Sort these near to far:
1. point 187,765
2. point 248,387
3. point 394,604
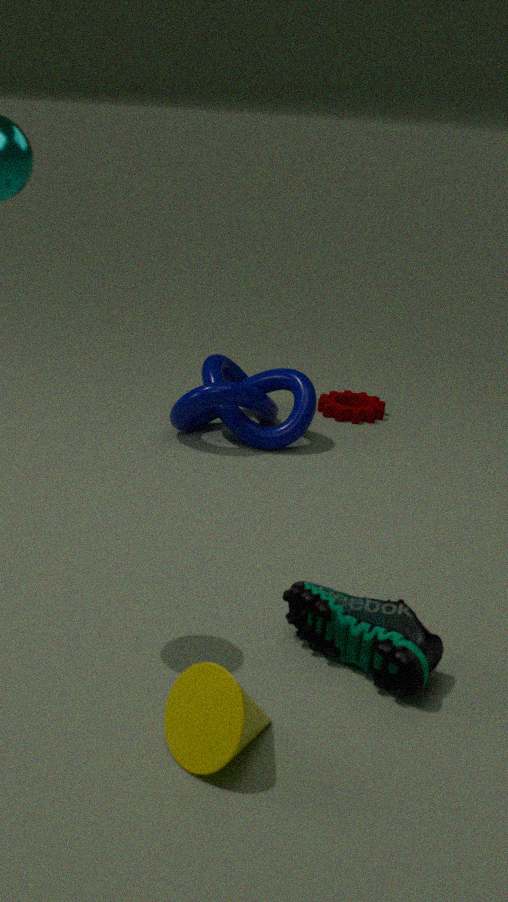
point 187,765
point 394,604
point 248,387
